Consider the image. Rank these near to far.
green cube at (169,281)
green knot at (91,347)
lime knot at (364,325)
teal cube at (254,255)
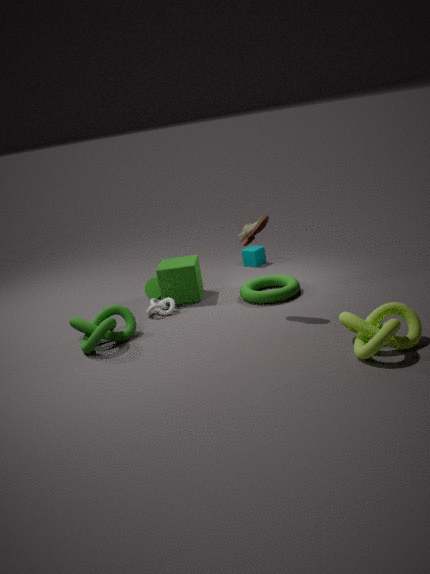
lime knot at (364,325) < green knot at (91,347) < green cube at (169,281) < teal cube at (254,255)
